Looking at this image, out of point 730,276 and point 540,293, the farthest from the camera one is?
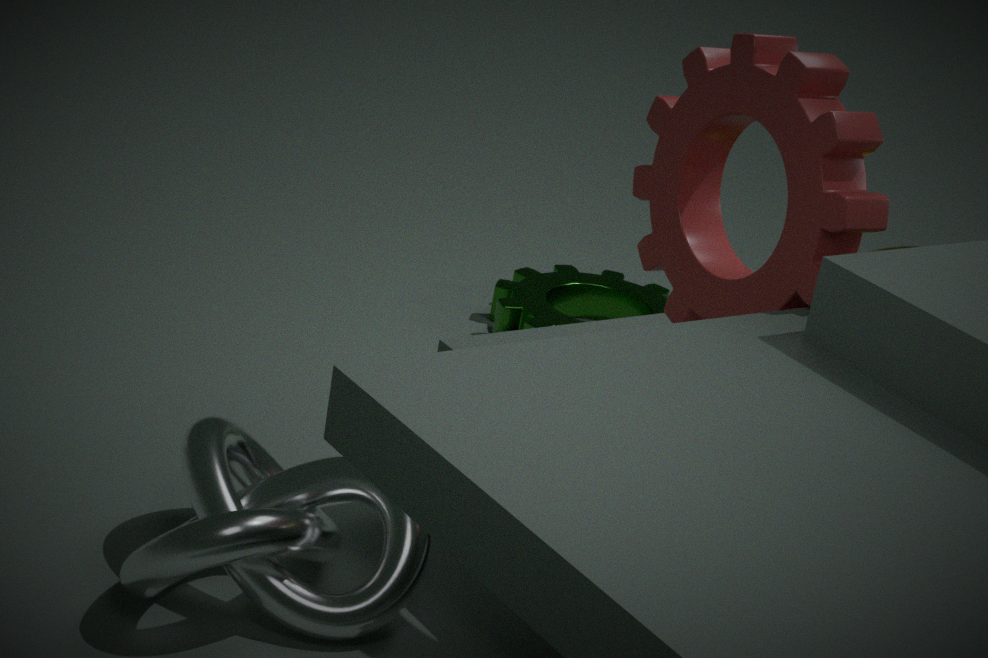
point 540,293
